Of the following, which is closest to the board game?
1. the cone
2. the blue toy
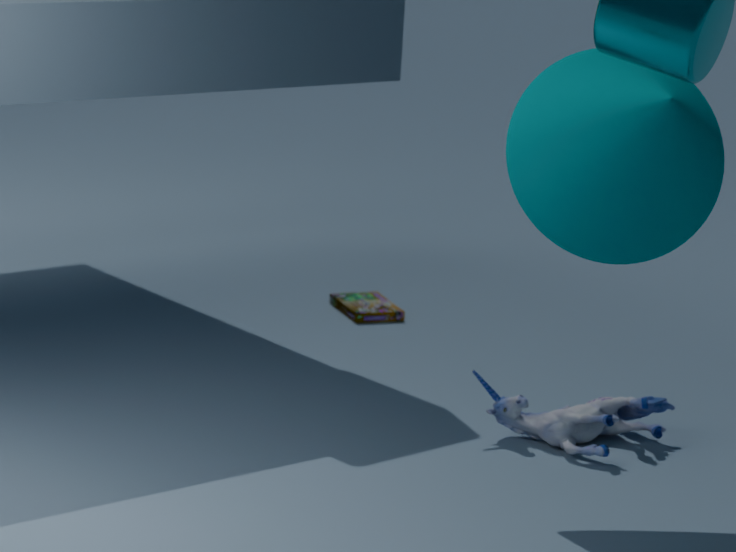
the blue toy
